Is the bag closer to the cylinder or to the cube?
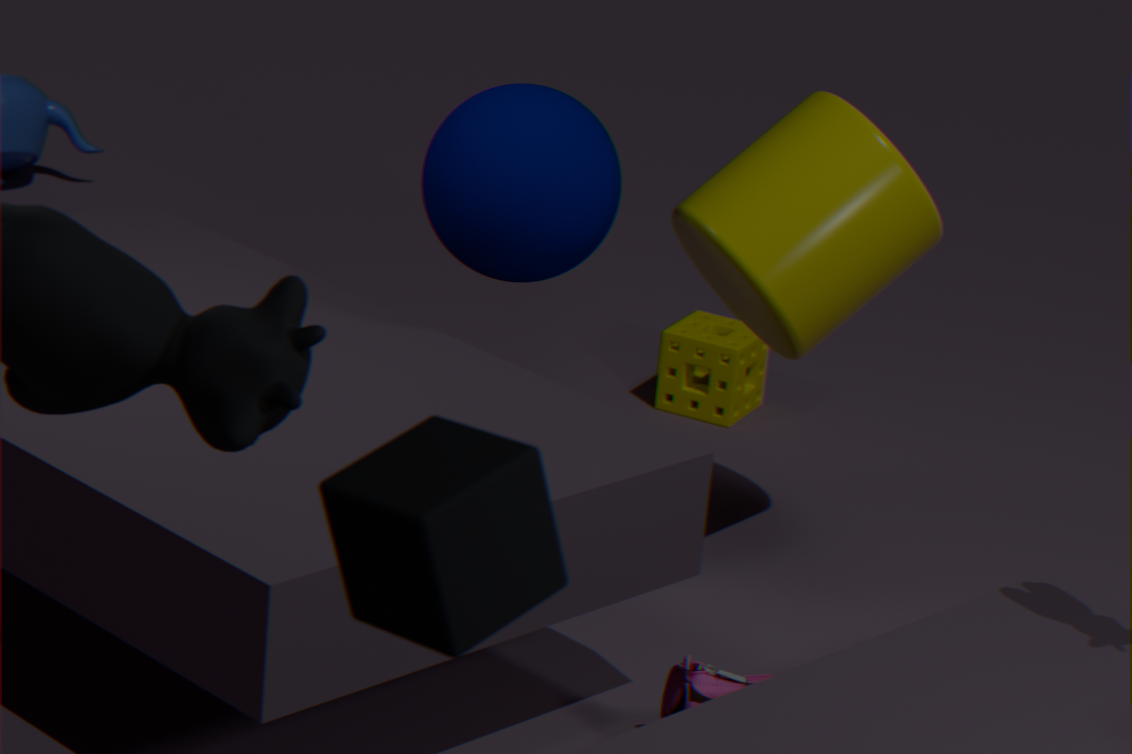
the cylinder
